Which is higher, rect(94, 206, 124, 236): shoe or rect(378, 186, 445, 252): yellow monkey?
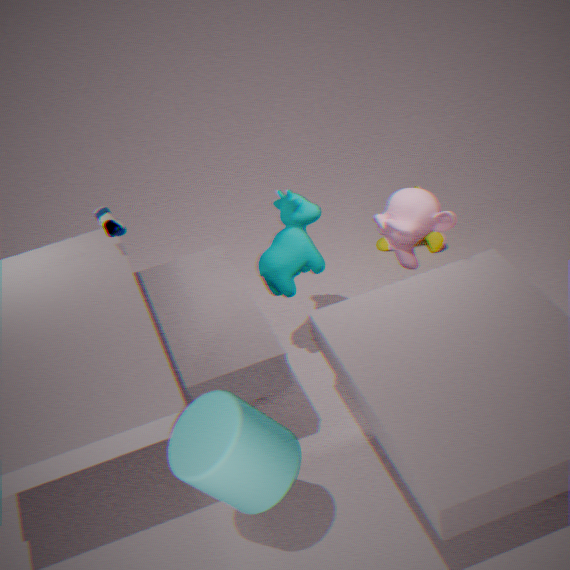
rect(94, 206, 124, 236): shoe
